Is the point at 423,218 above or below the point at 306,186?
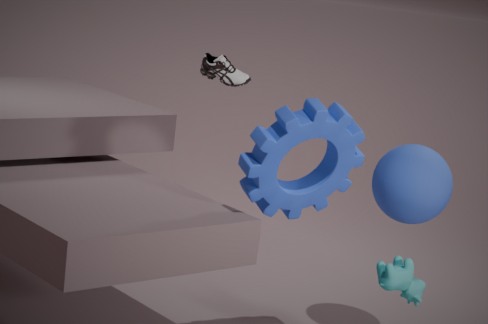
below
